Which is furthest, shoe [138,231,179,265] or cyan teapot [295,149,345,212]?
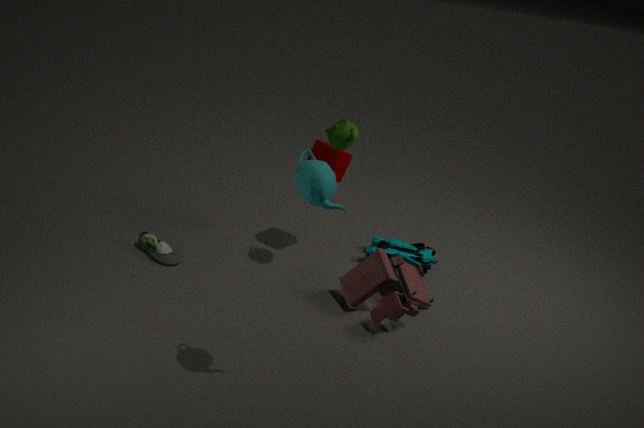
shoe [138,231,179,265]
